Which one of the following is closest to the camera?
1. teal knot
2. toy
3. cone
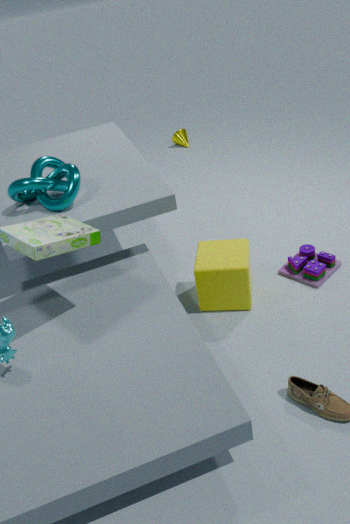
teal knot
